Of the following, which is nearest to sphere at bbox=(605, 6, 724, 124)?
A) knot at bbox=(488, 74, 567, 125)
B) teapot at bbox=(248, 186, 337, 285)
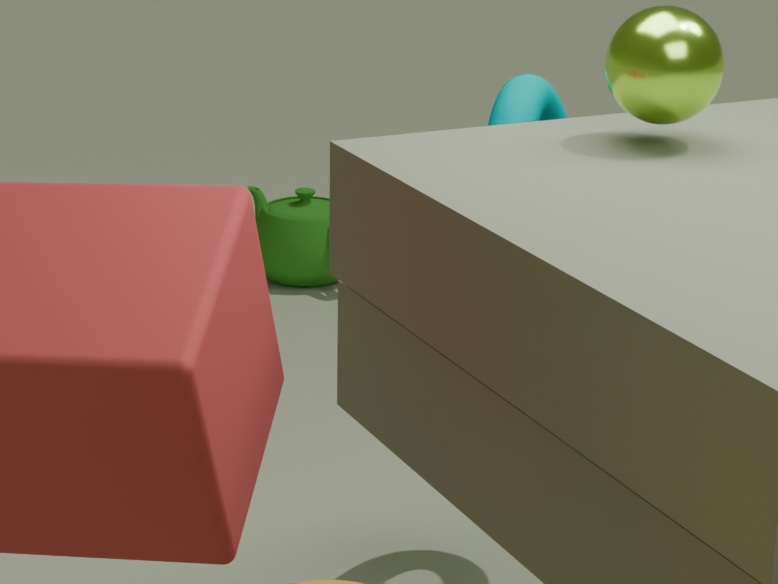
knot at bbox=(488, 74, 567, 125)
